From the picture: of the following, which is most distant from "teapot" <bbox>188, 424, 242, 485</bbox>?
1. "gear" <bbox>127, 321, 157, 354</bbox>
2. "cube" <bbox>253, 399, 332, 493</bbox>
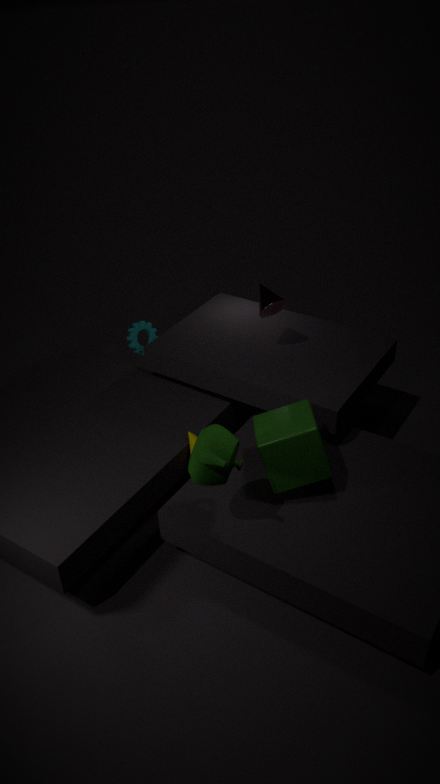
"gear" <bbox>127, 321, 157, 354</bbox>
